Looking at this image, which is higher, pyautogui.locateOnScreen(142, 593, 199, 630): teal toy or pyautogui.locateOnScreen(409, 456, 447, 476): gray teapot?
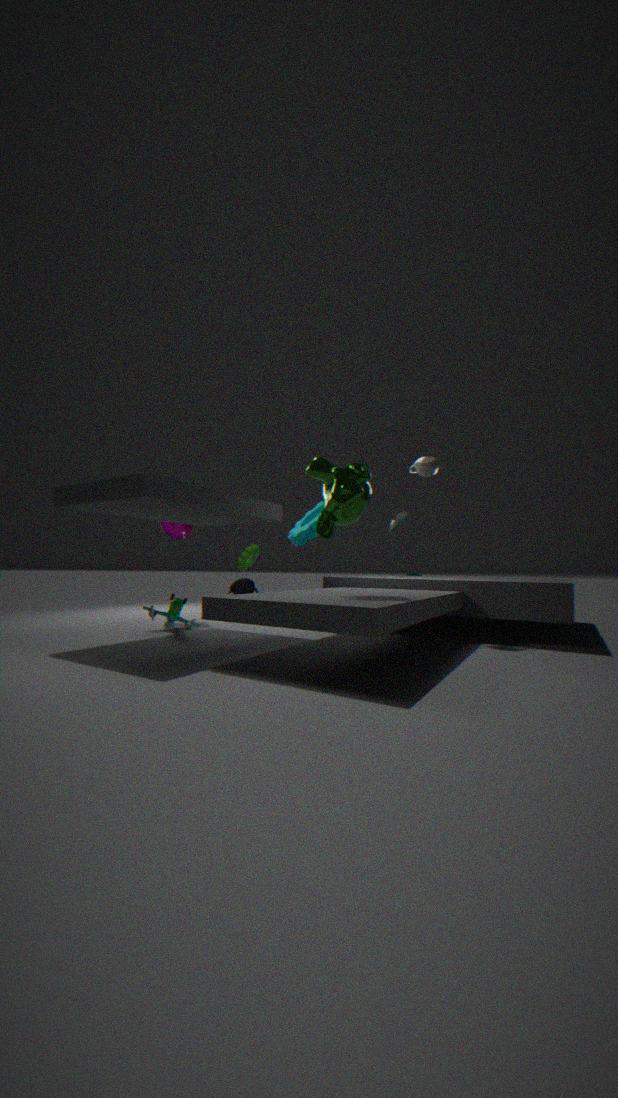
pyautogui.locateOnScreen(409, 456, 447, 476): gray teapot
